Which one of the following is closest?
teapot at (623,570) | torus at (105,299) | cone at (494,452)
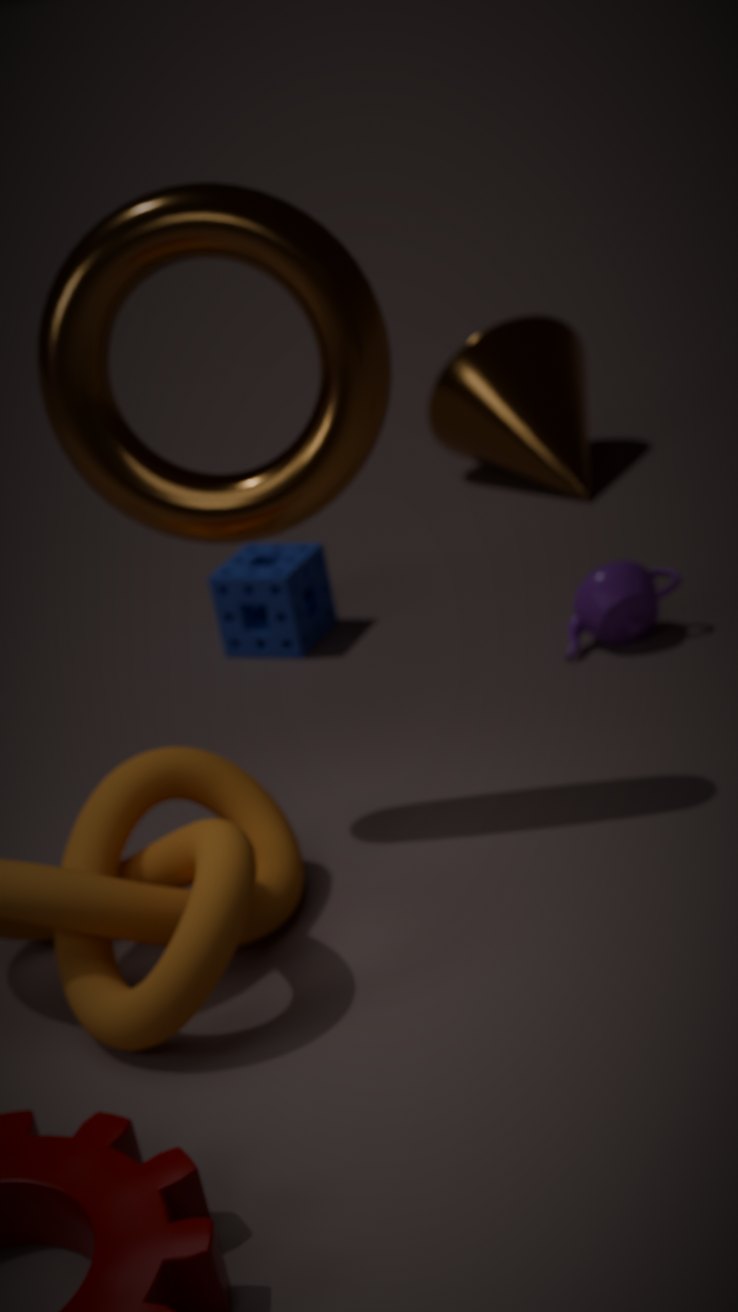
torus at (105,299)
